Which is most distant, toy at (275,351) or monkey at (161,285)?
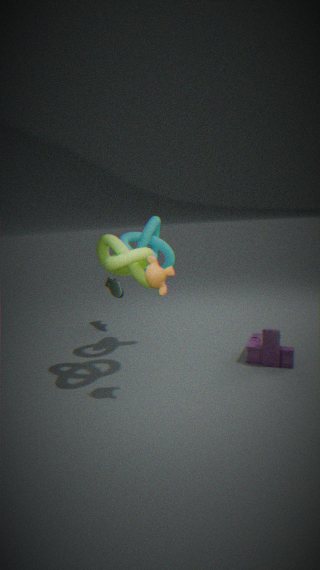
toy at (275,351)
